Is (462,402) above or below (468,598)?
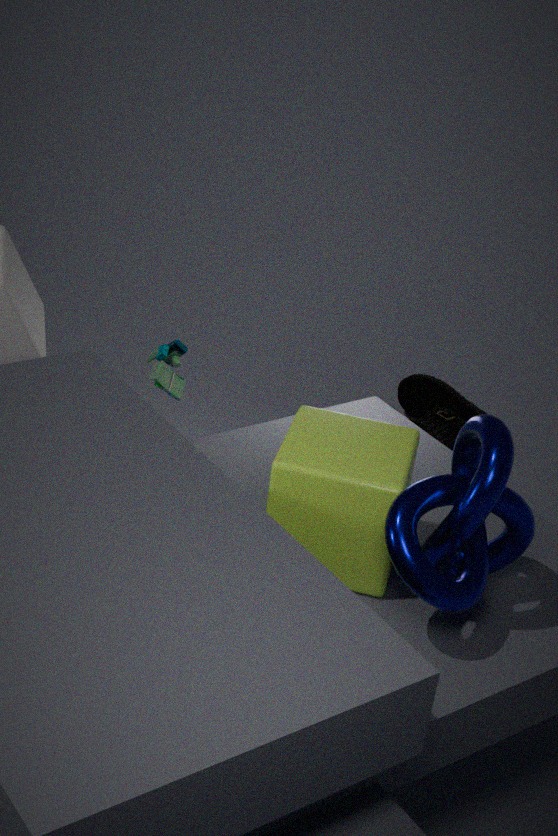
below
